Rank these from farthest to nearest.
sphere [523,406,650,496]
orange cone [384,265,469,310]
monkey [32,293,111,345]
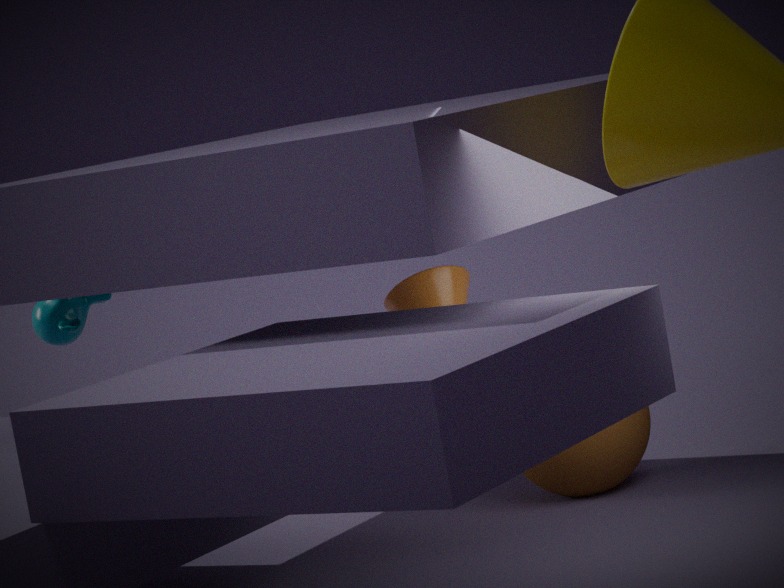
sphere [523,406,650,496] < monkey [32,293,111,345] < orange cone [384,265,469,310]
